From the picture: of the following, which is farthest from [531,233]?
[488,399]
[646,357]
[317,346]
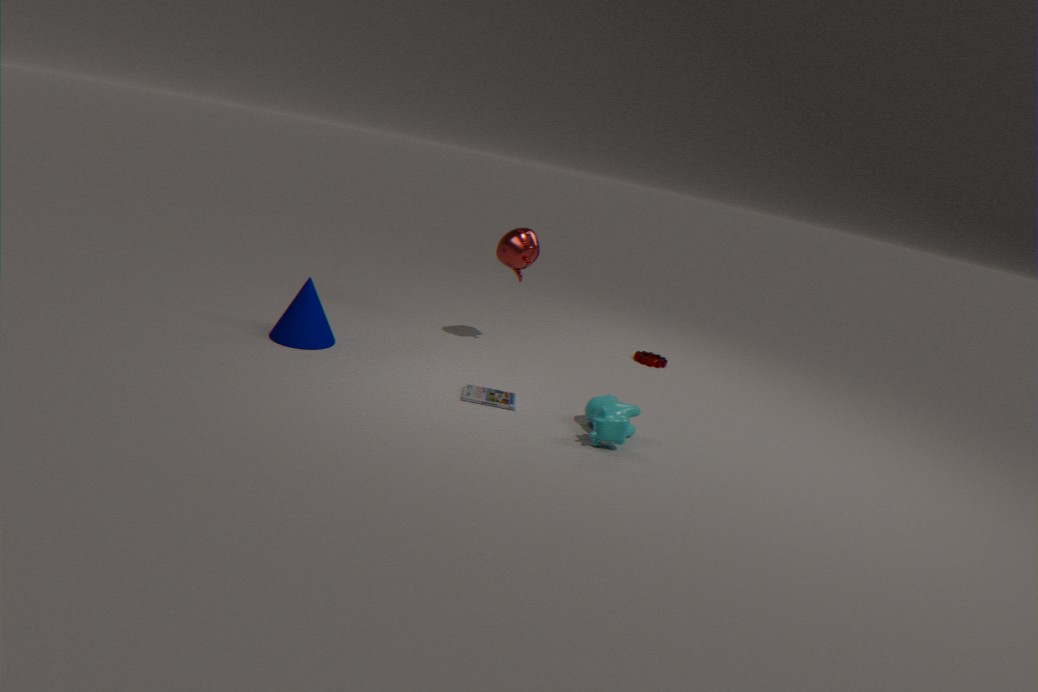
[317,346]
